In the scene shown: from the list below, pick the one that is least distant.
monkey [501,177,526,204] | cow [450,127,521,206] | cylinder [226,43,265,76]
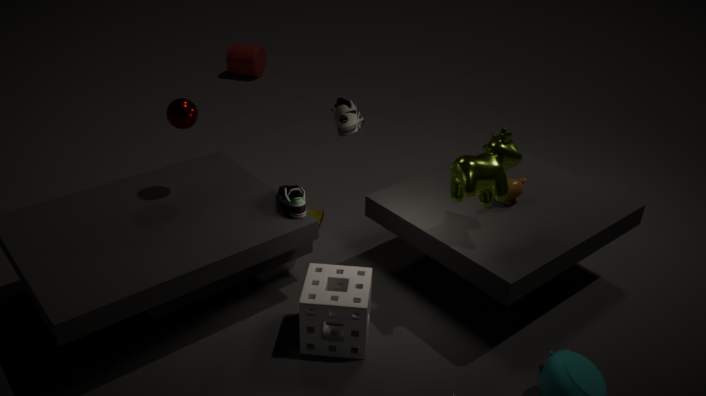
cow [450,127,521,206]
